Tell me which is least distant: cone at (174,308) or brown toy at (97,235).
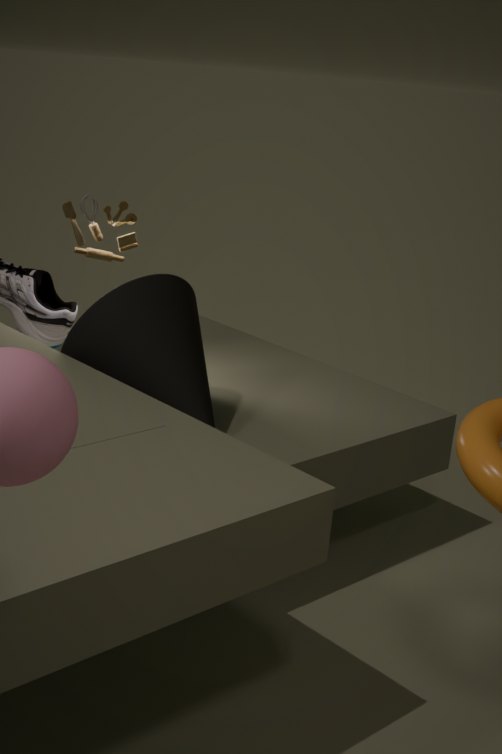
cone at (174,308)
